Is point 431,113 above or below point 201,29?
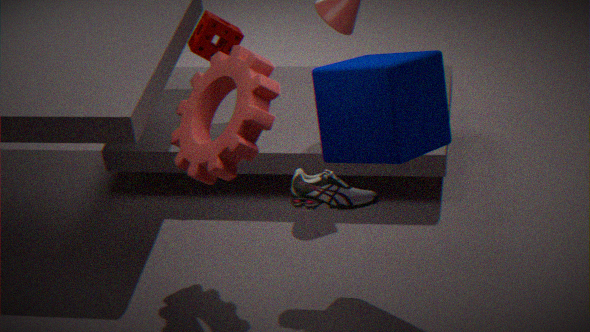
above
